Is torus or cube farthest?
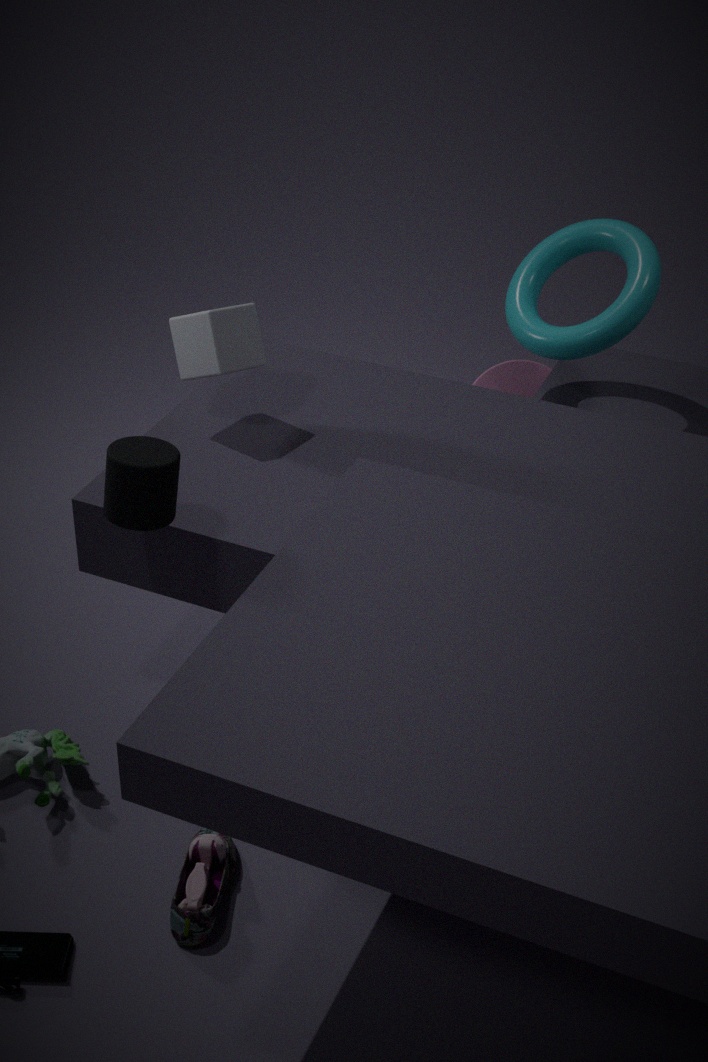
torus
